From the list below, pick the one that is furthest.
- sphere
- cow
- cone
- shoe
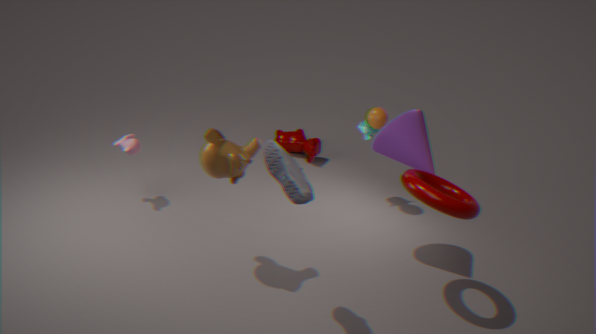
cow
